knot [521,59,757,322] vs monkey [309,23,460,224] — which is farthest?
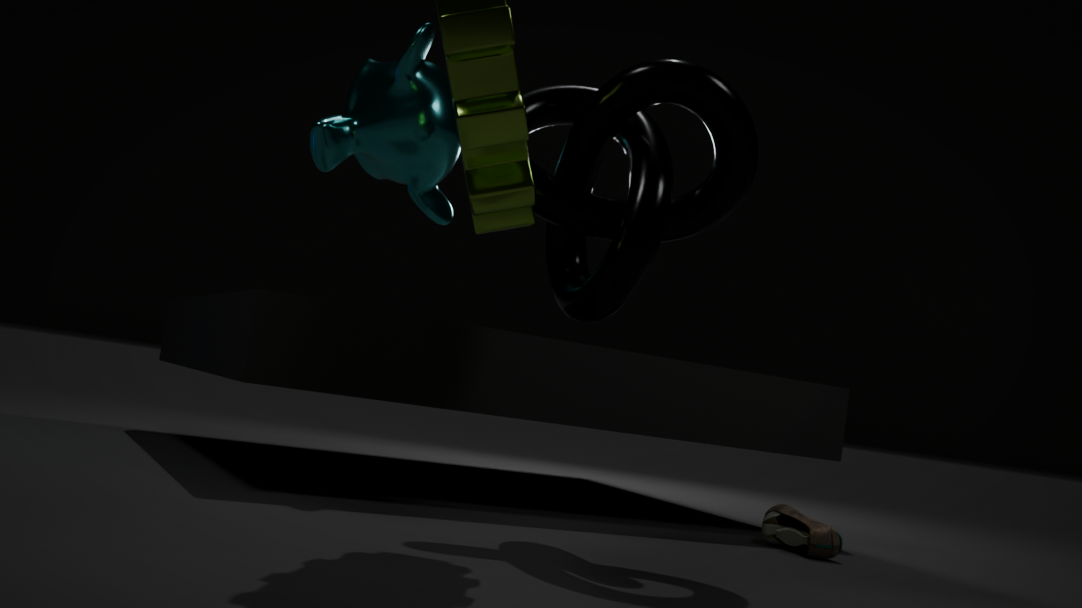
monkey [309,23,460,224]
